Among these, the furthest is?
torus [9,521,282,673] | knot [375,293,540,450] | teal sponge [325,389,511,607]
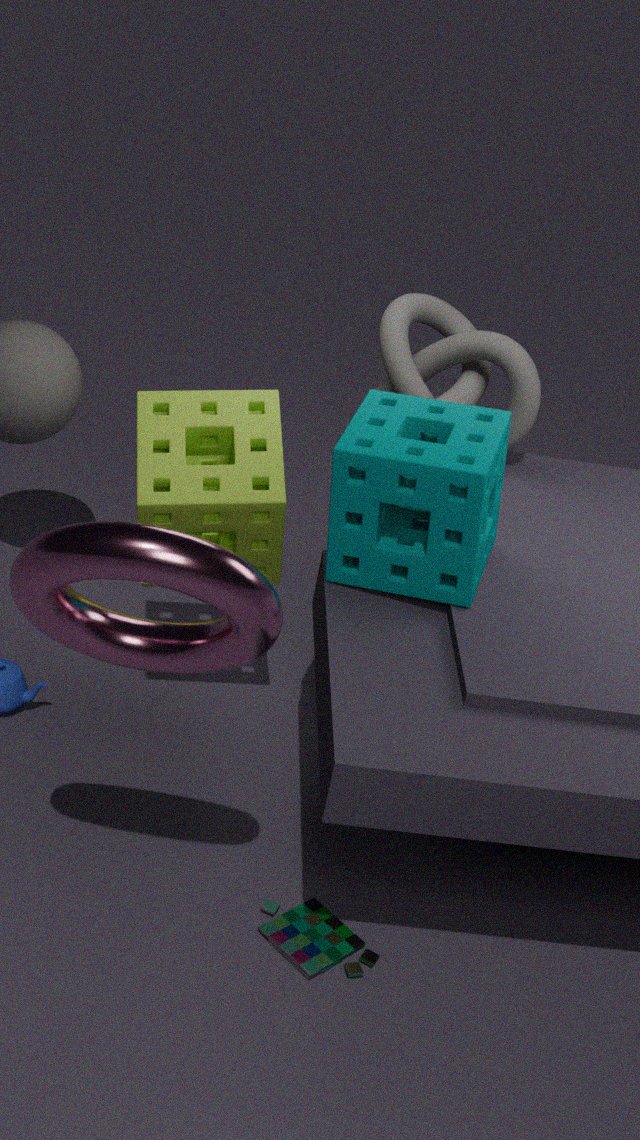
knot [375,293,540,450]
